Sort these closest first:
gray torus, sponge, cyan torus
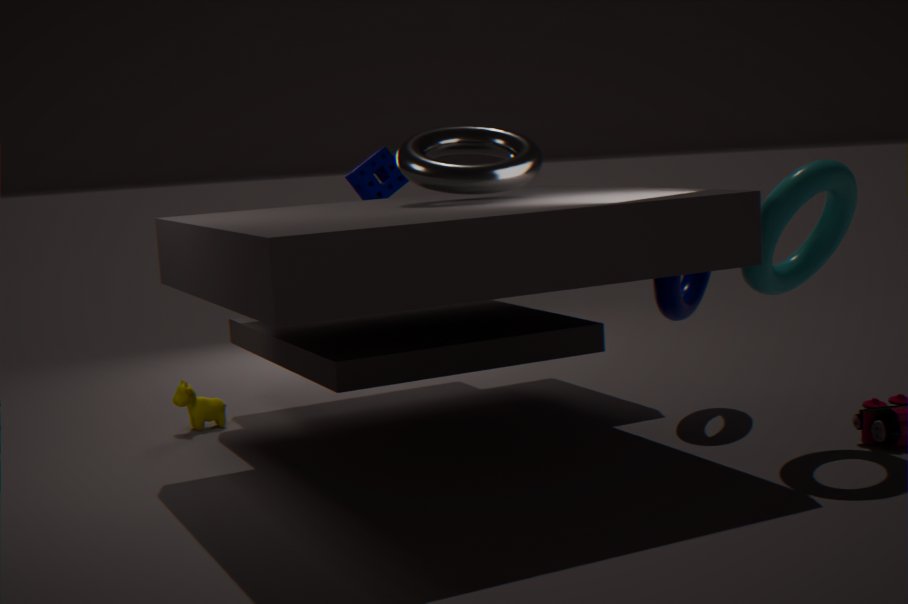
cyan torus → gray torus → sponge
